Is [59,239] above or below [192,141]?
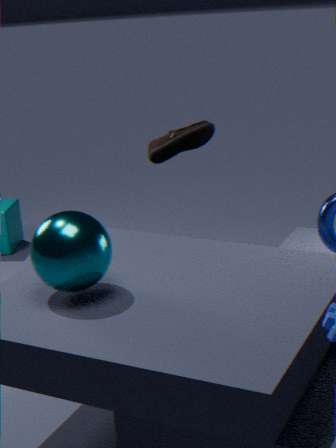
below
